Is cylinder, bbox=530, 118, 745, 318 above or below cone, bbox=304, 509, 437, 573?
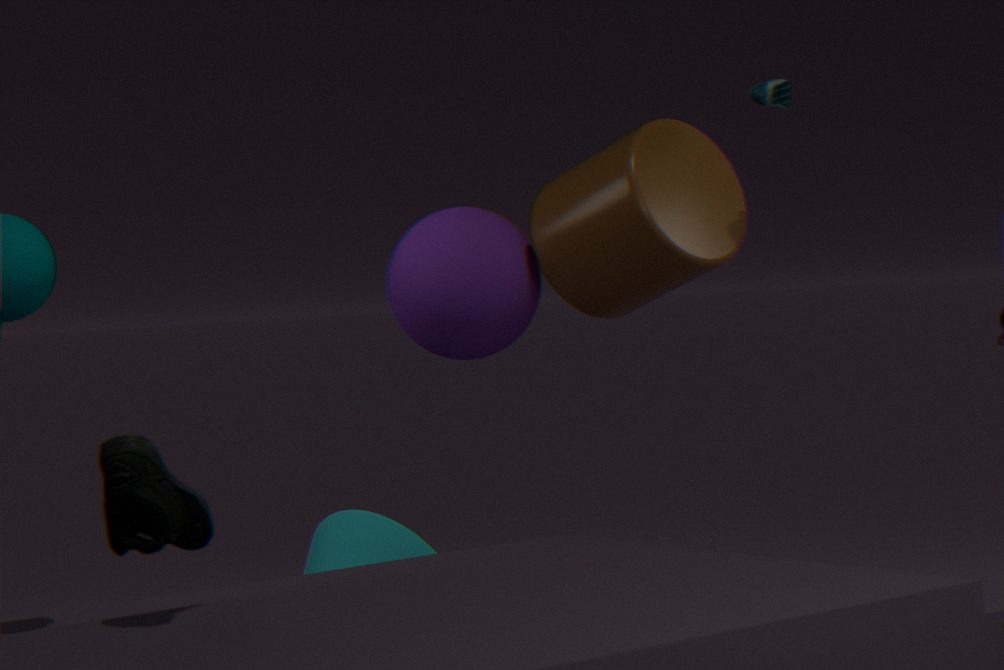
above
